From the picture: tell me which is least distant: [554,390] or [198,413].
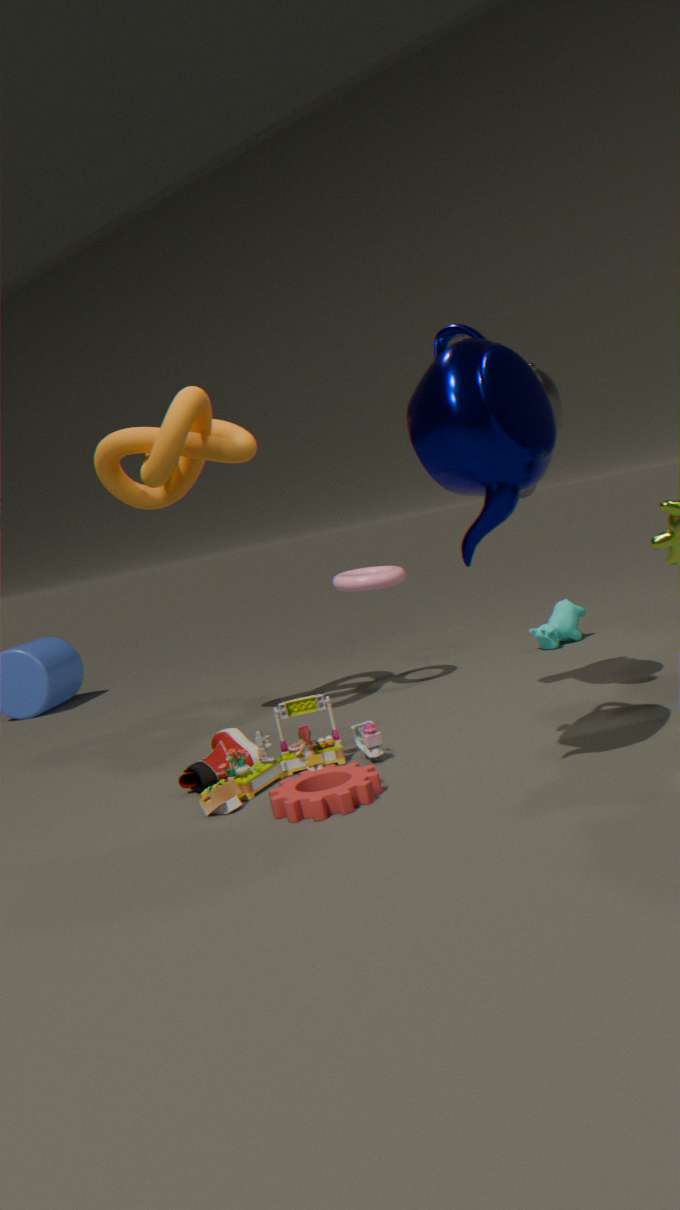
[554,390]
